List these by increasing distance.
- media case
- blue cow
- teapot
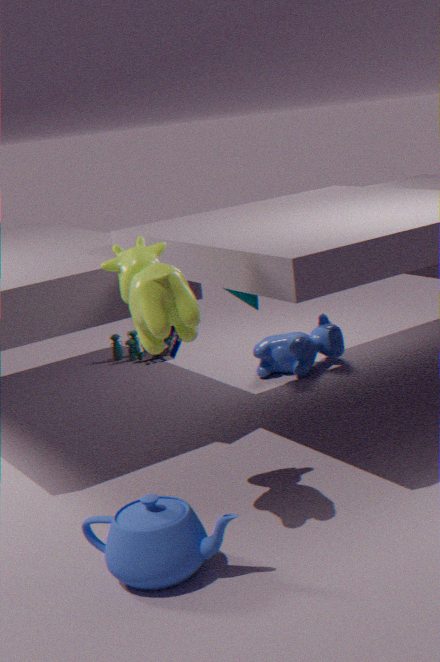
1. teapot
2. media case
3. blue cow
